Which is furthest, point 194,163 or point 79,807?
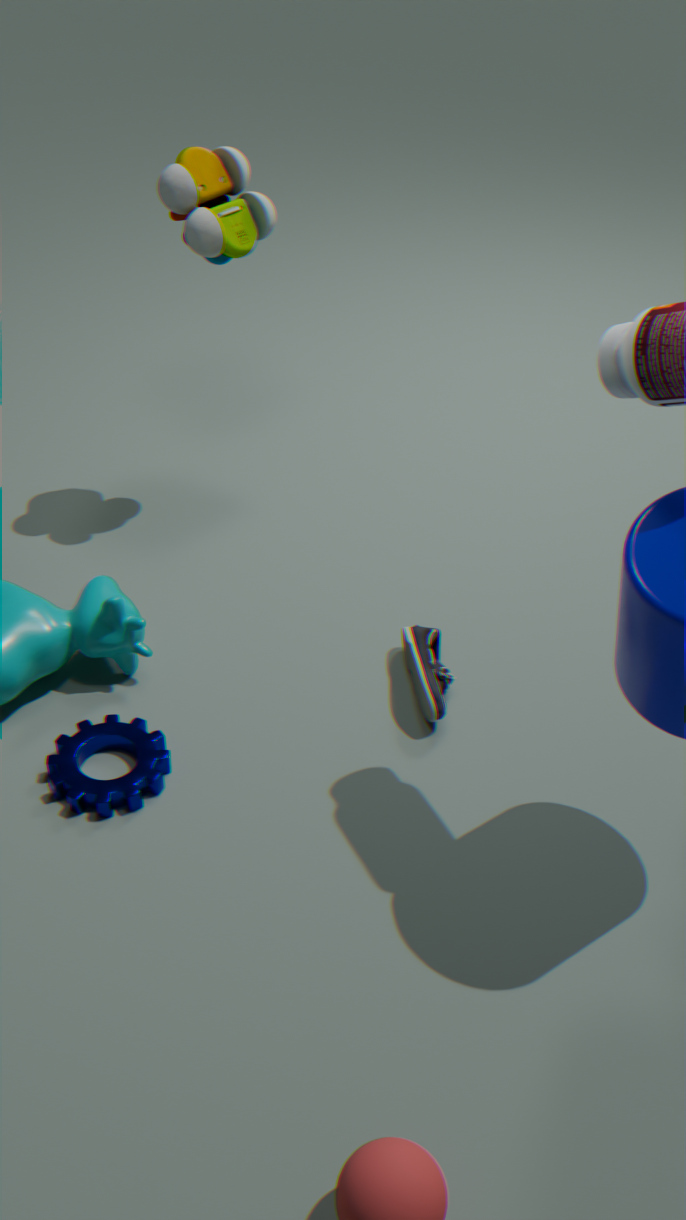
point 194,163
